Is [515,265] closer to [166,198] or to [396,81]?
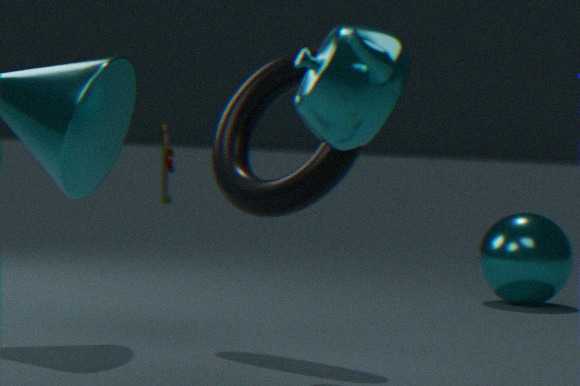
[396,81]
